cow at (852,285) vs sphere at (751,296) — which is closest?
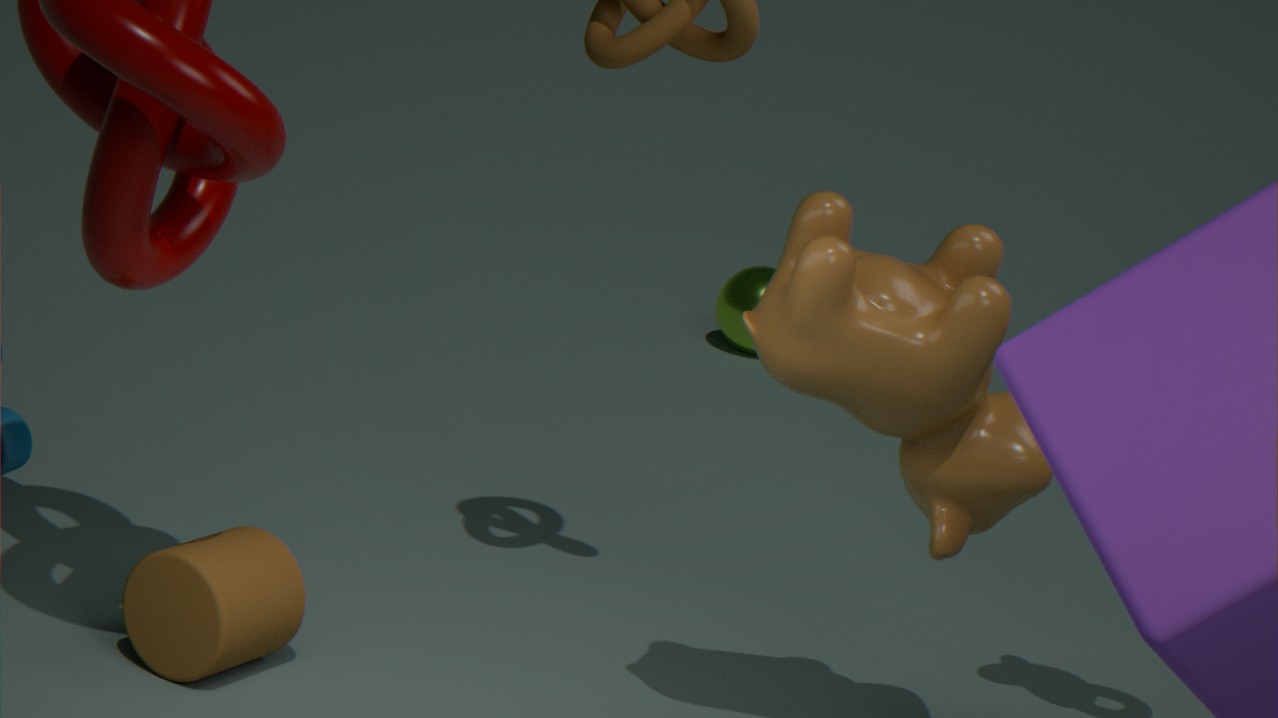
cow at (852,285)
